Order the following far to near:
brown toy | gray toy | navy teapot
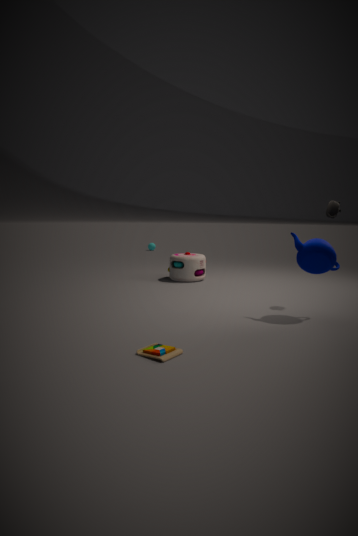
gray toy
navy teapot
brown toy
